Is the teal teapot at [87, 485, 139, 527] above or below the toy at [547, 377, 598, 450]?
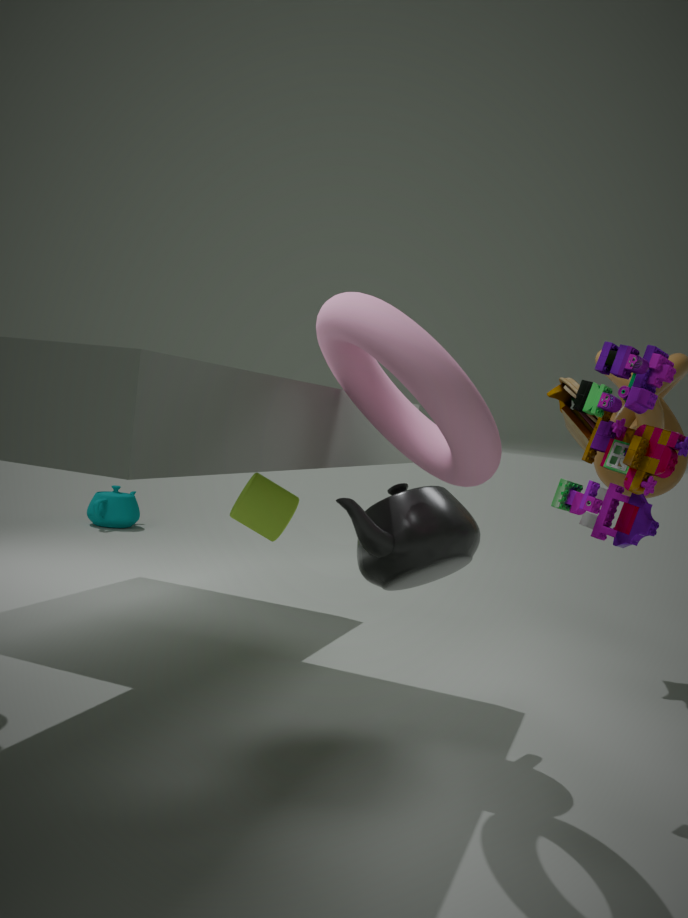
below
